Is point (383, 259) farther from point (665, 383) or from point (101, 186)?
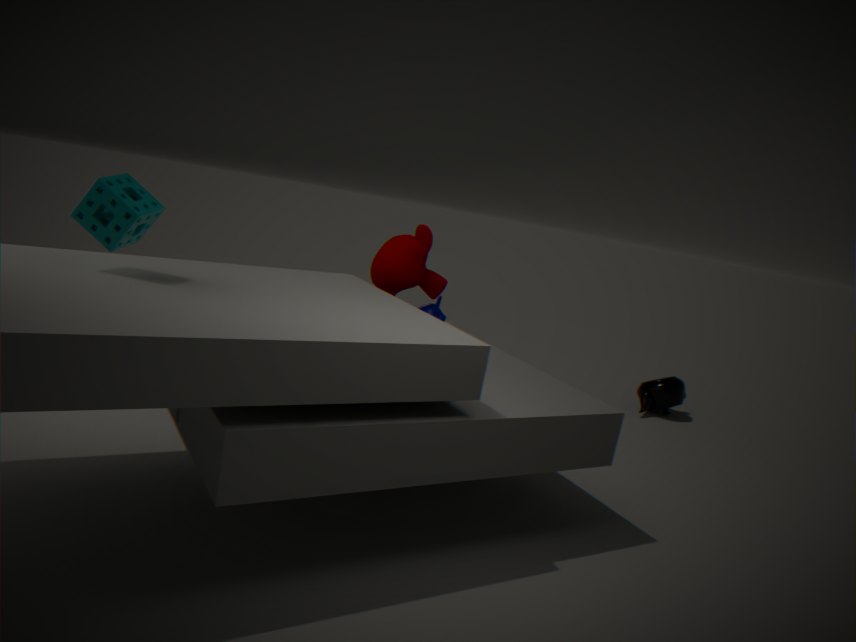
point (665, 383)
